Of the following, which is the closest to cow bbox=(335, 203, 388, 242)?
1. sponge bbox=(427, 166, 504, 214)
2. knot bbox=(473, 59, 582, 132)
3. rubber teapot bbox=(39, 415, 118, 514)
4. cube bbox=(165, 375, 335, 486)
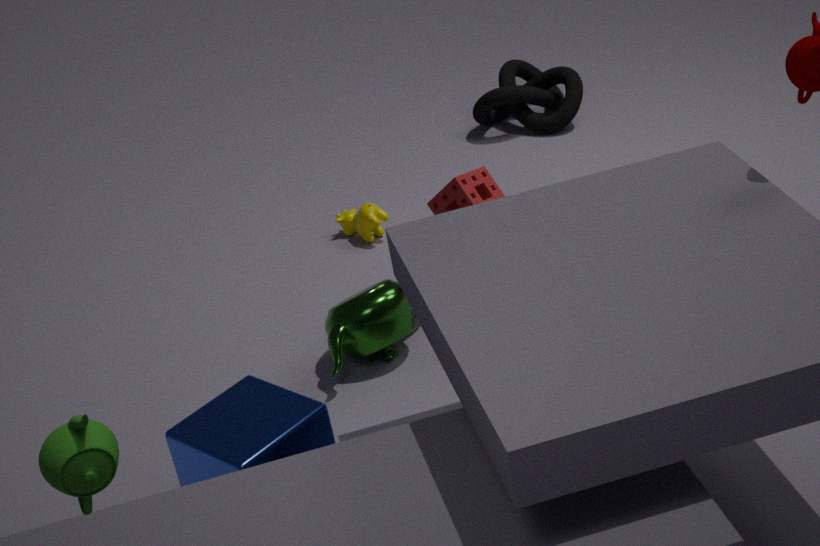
sponge bbox=(427, 166, 504, 214)
